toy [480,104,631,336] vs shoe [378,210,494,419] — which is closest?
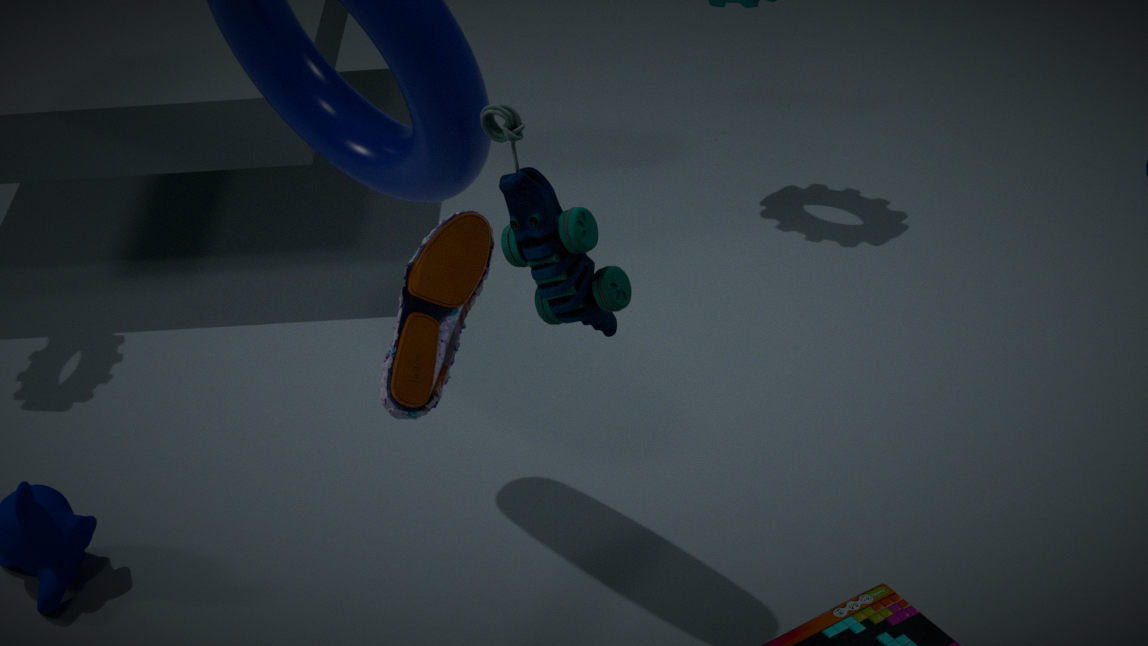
toy [480,104,631,336]
